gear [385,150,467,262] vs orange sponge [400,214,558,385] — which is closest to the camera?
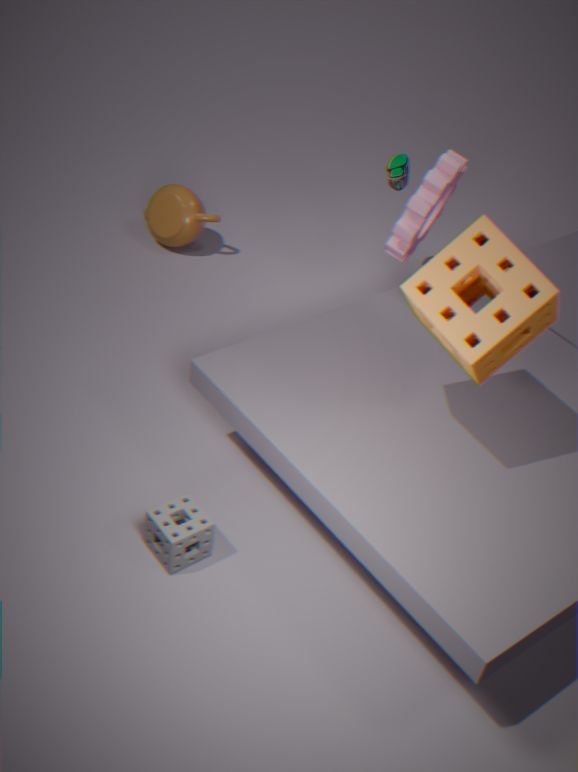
orange sponge [400,214,558,385]
